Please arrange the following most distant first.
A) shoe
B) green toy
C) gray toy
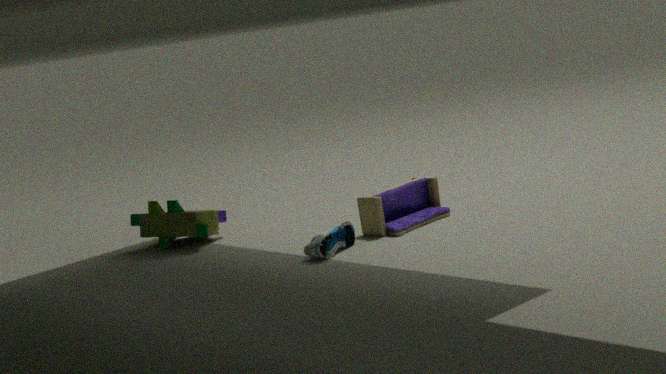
green toy < gray toy < shoe
